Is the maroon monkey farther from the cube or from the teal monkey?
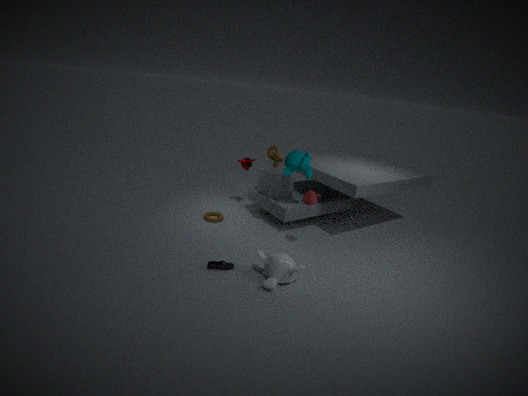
the teal monkey
